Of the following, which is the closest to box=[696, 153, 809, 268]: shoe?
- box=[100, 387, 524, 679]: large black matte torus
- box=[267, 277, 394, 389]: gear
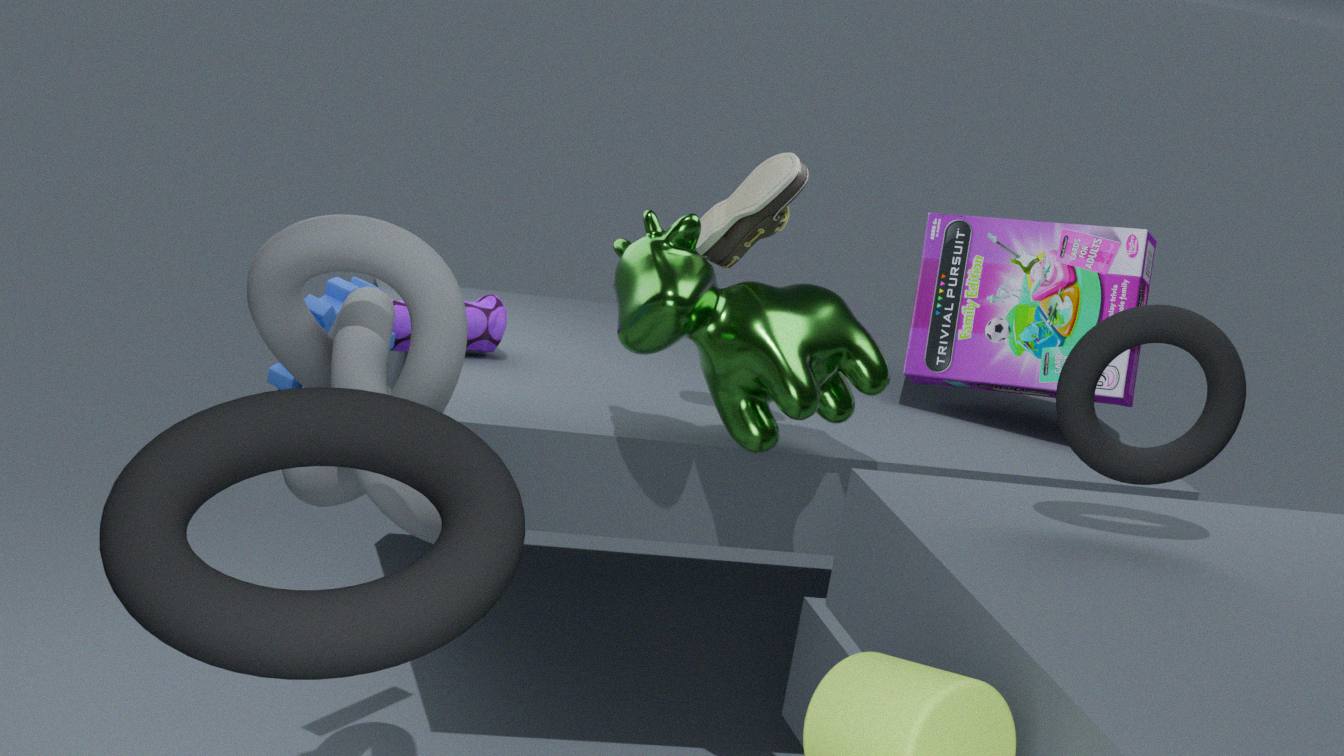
box=[267, 277, 394, 389]: gear
